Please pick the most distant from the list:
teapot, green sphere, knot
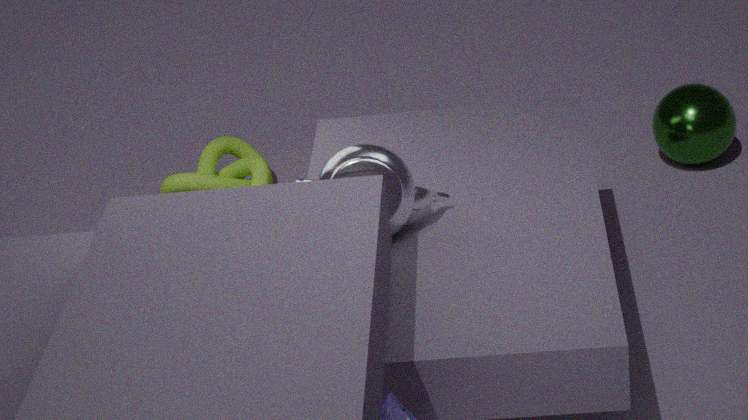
knot
